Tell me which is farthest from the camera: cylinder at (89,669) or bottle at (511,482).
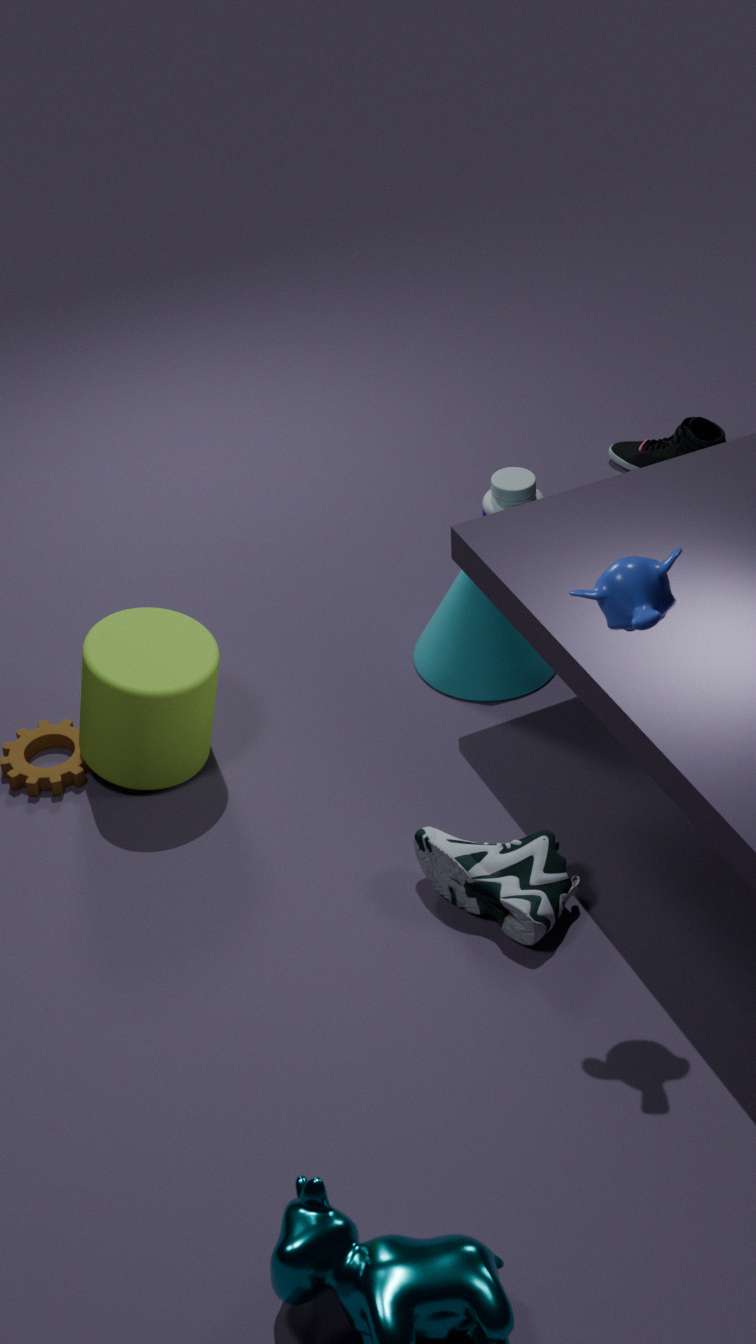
bottle at (511,482)
